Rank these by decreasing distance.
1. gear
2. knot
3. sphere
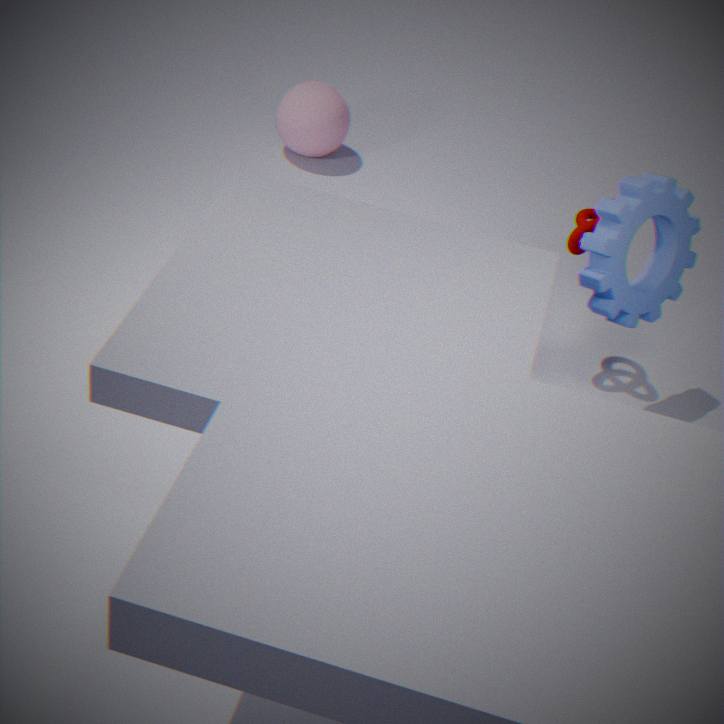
sphere, knot, gear
